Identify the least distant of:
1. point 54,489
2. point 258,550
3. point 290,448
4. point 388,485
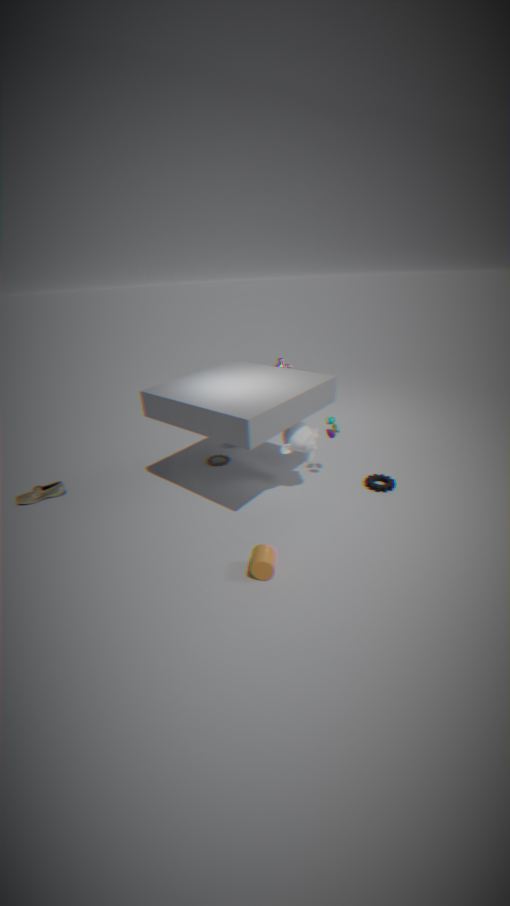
point 258,550
